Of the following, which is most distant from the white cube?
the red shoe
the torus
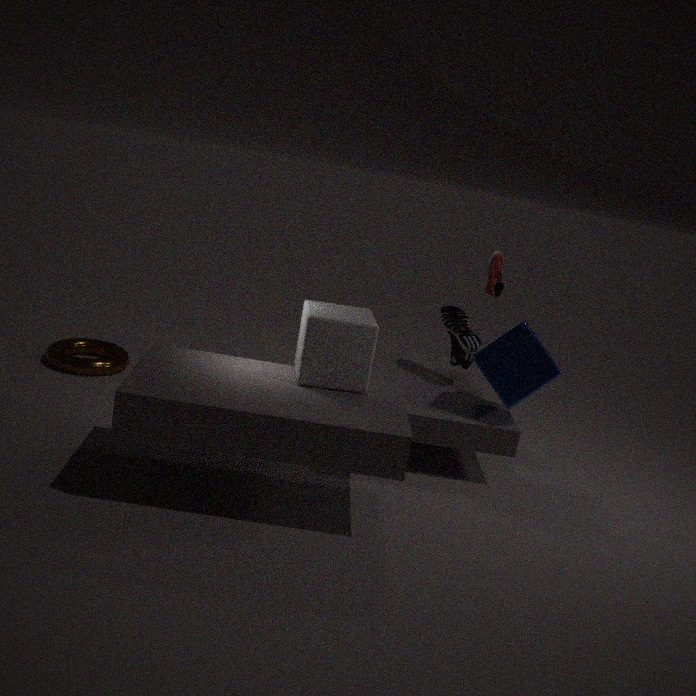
the torus
